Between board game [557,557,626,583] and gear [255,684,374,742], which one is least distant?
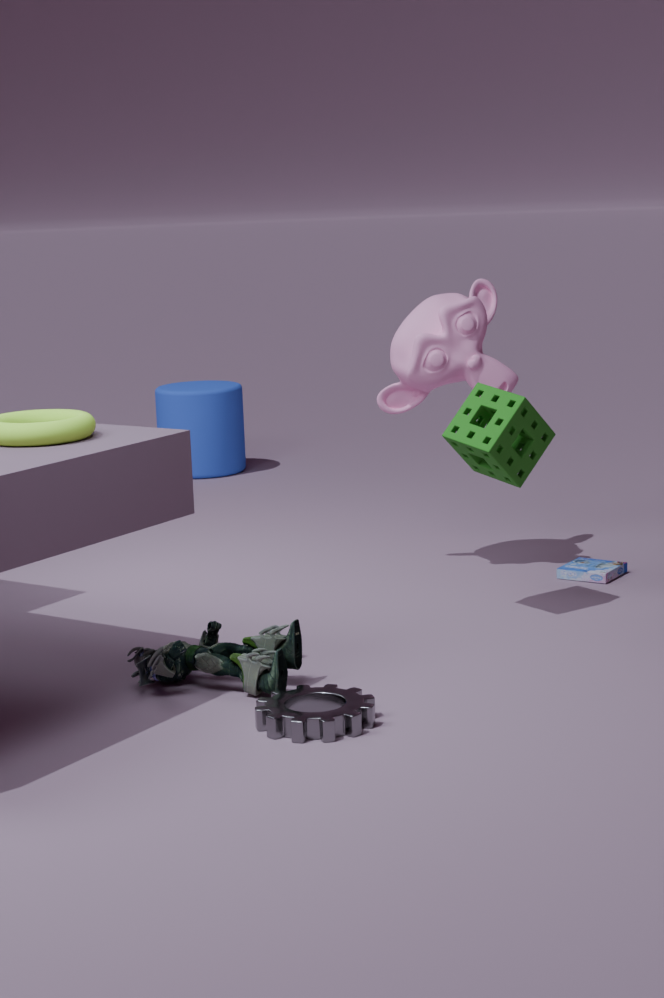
gear [255,684,374,742]
